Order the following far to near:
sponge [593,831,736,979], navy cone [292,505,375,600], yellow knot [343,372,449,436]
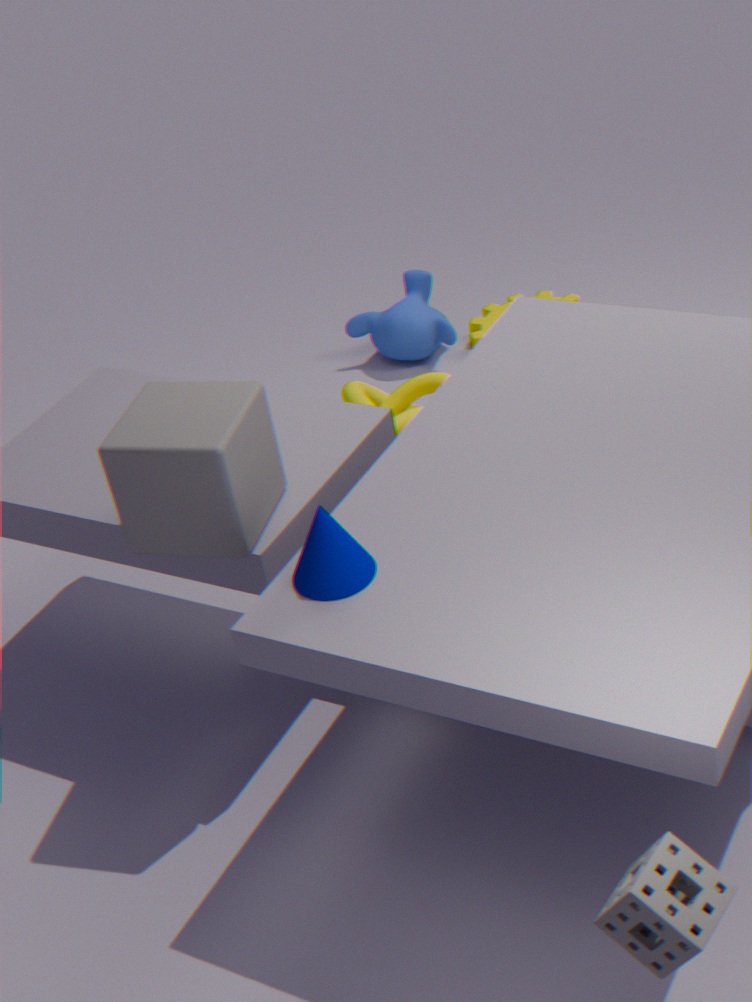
yellow knot [343,372,449,436] → navy cone [292,505,375,600] → sponge [593,831,736,979]
